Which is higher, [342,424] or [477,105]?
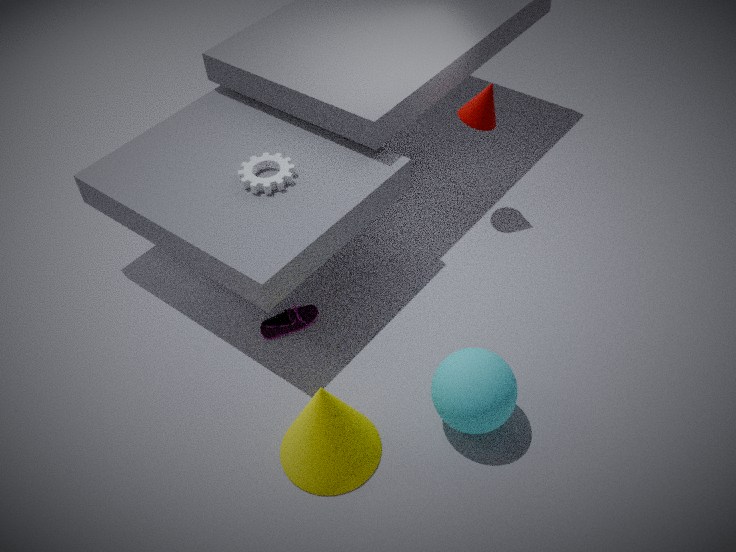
[477,105]
